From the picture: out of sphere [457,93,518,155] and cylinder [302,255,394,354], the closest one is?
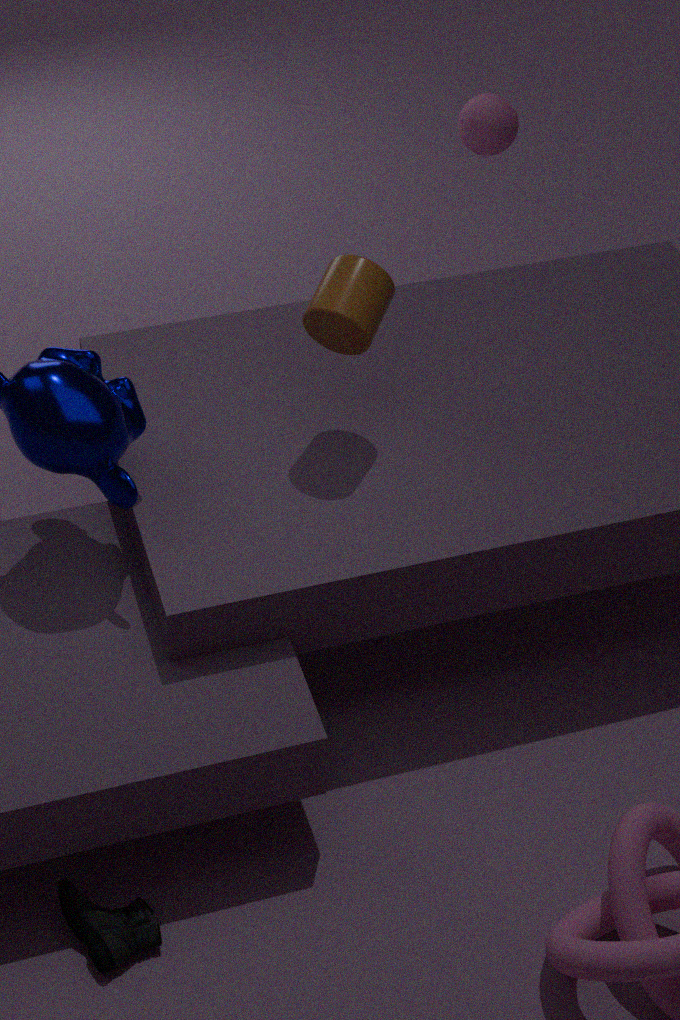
cylinder [302,255,394,354]
